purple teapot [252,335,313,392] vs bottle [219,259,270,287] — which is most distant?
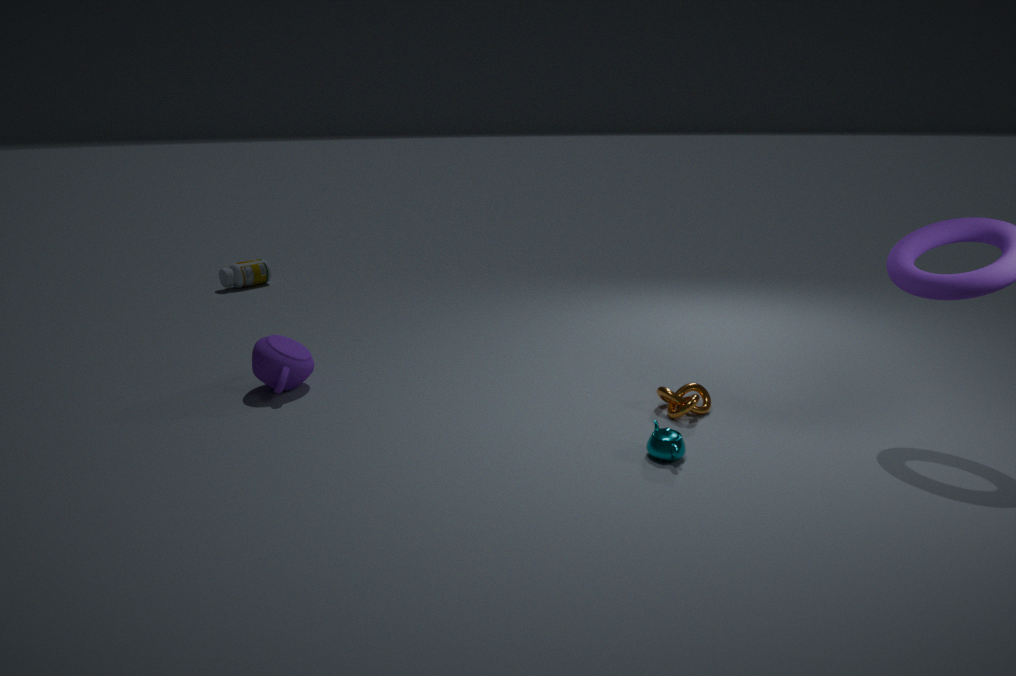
bottle [219,259,270,287]
